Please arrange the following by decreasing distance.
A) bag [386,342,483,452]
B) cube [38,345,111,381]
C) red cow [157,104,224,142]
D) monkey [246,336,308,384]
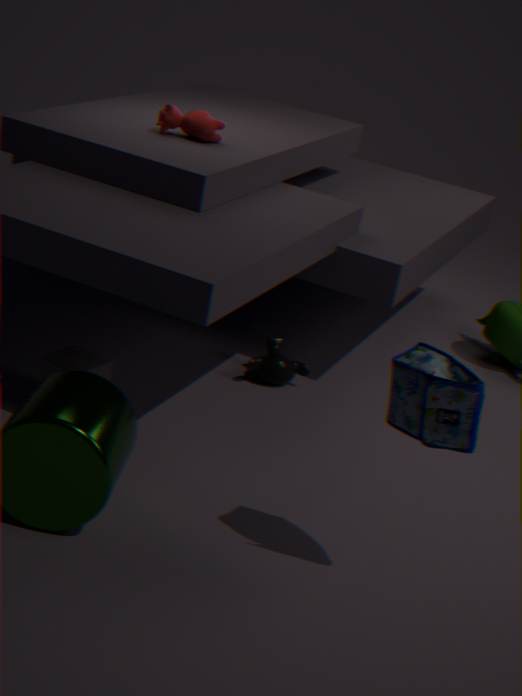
1. monkey [246,336,308,384]
2. red cow [157,104,224,142]
3. cube [38,345,111,381]
4. bag [386,342,483,452]
